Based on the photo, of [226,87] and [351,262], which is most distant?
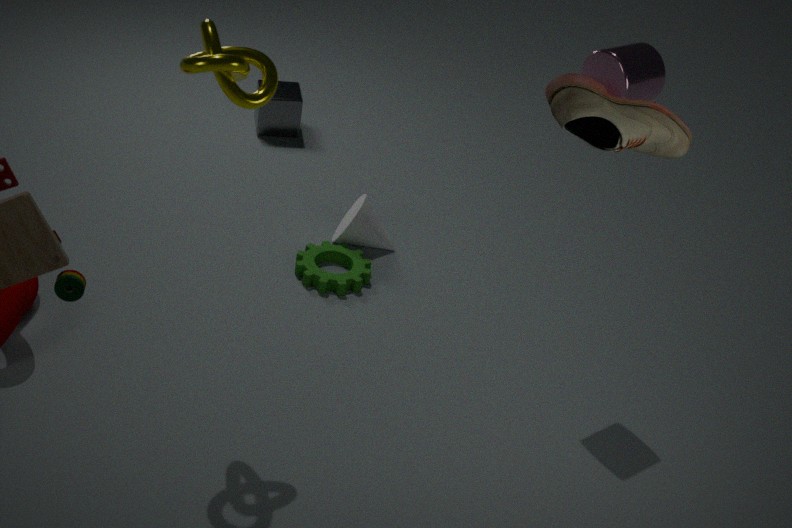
[351,262]
